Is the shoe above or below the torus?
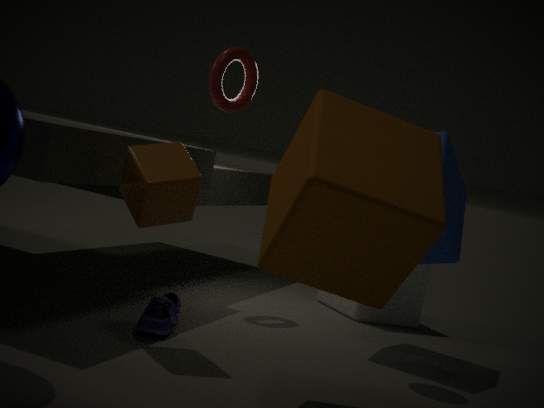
below
